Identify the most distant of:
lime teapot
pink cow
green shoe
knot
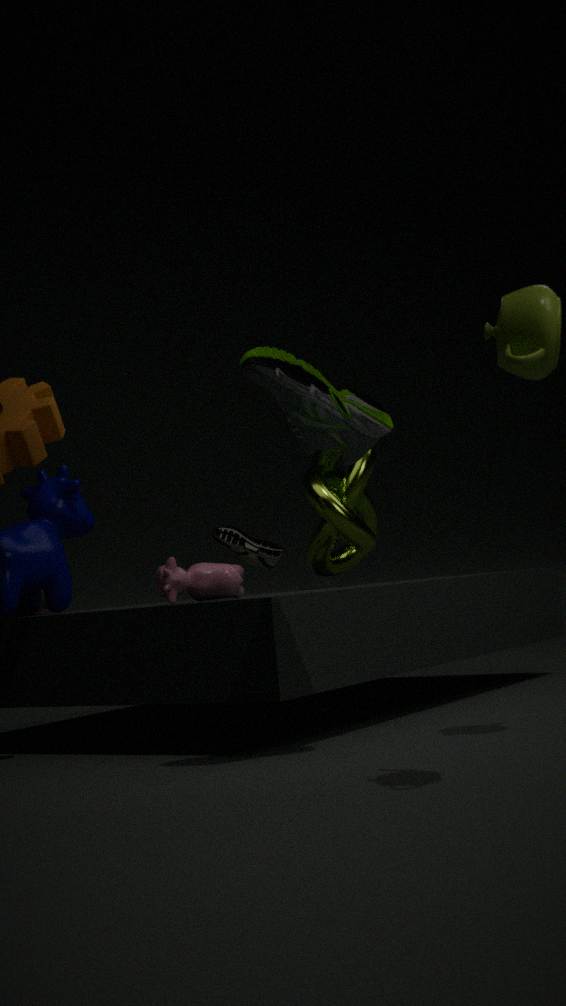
knot
